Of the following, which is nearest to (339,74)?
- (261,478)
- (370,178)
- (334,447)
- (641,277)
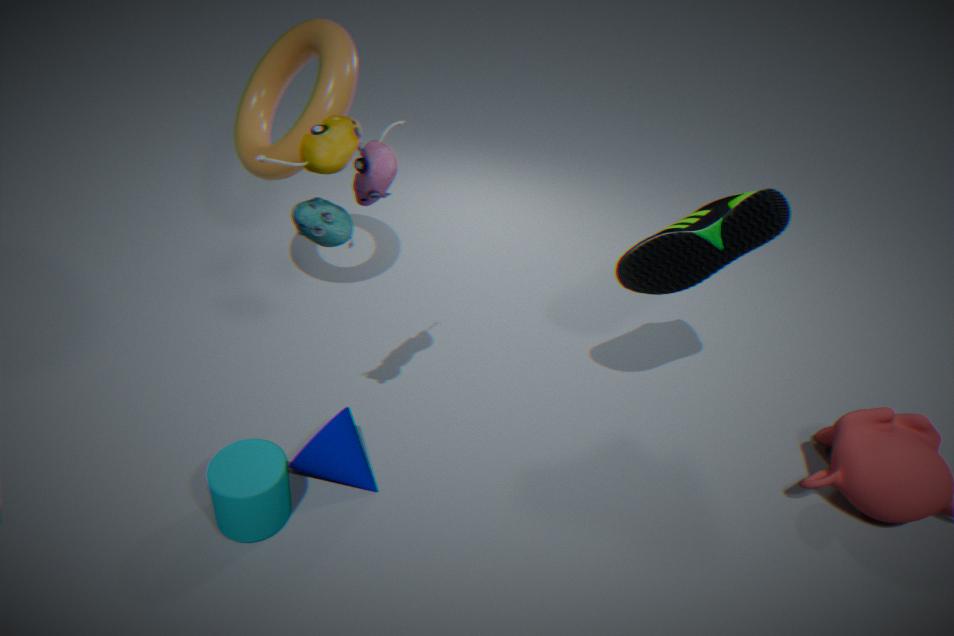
(370,178)
